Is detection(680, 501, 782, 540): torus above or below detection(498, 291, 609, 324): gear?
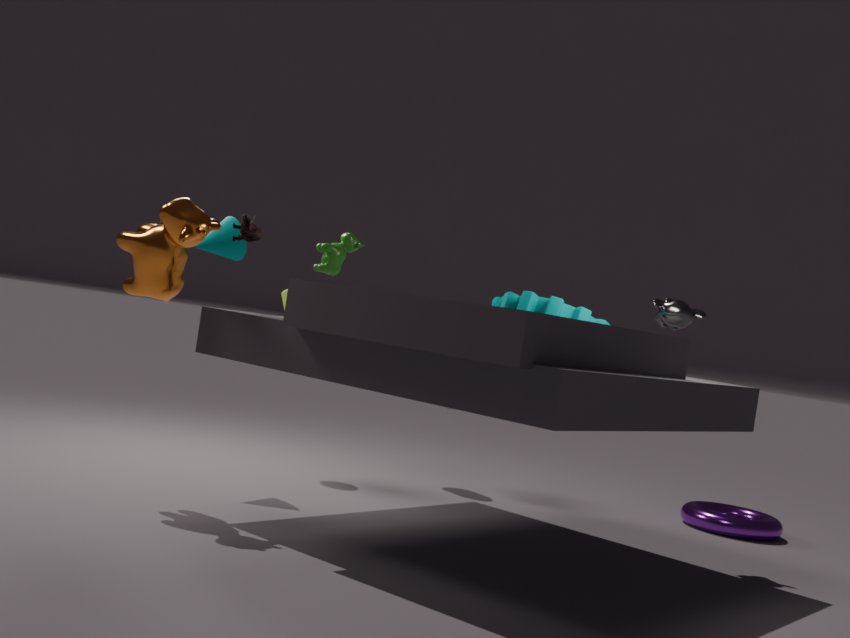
below
